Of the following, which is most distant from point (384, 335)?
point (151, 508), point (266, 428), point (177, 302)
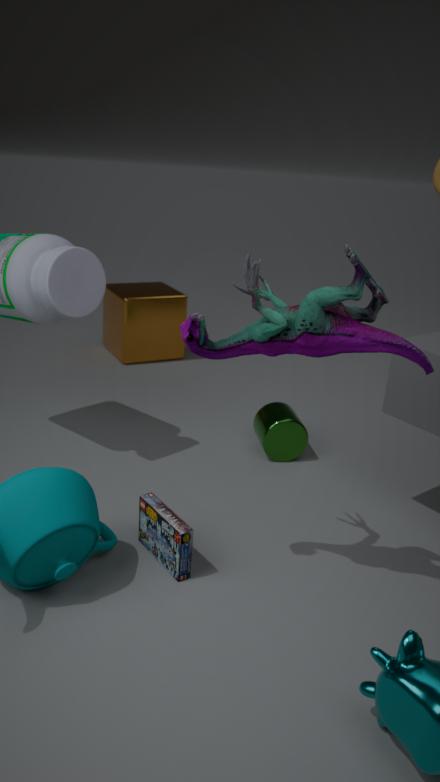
point (177, 302)
